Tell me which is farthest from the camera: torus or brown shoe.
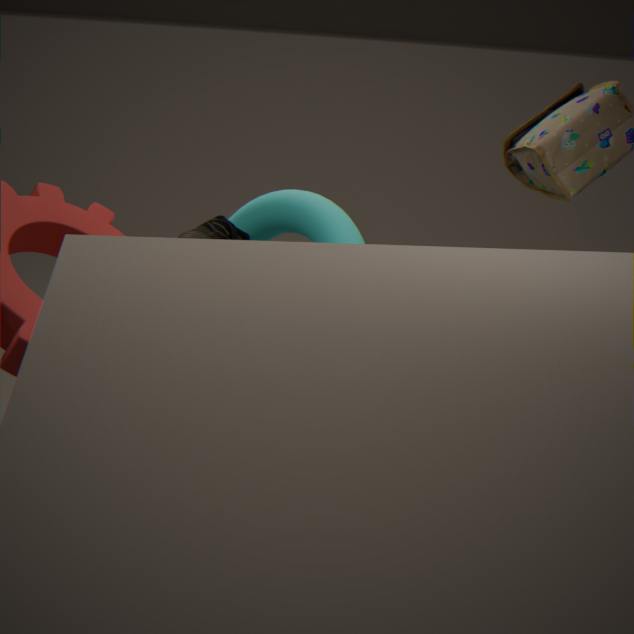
torus
